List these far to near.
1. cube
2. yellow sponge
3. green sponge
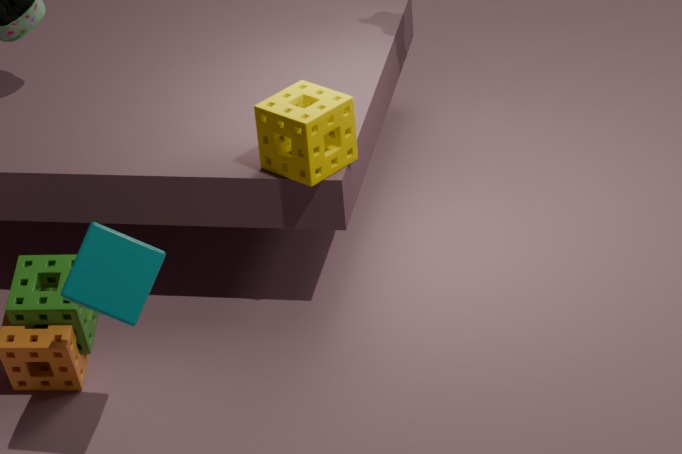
yellow sponge
green sponge
cube
